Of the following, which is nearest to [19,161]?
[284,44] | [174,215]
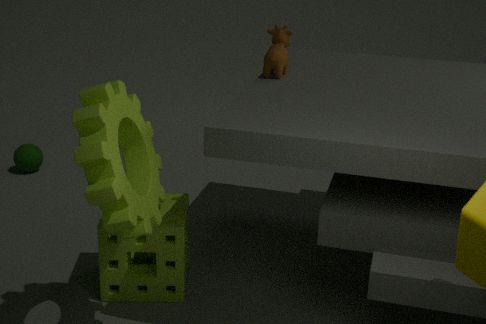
[174,215]
